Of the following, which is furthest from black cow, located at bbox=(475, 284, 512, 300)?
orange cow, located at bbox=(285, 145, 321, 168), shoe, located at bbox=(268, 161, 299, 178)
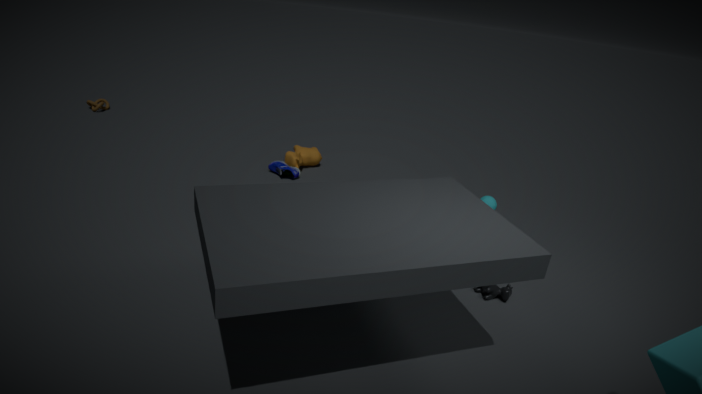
orange cow, located at bbox=(285, 145, 321, 168)
